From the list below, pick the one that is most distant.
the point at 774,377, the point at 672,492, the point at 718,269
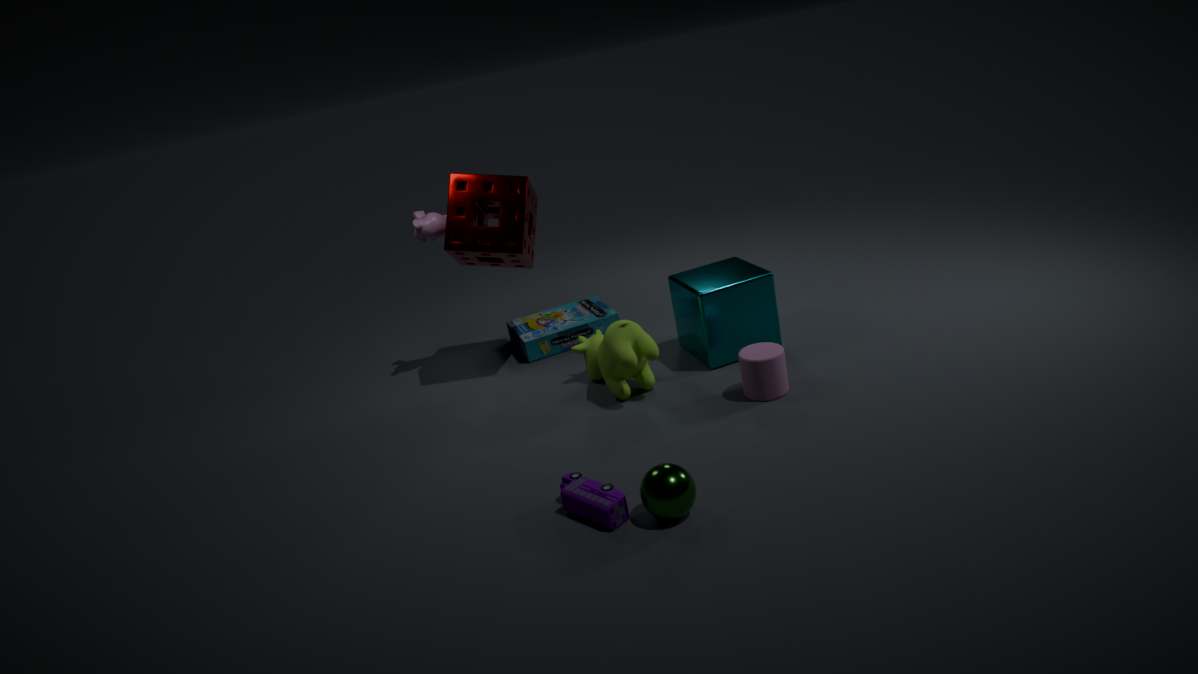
the point at 718,269
